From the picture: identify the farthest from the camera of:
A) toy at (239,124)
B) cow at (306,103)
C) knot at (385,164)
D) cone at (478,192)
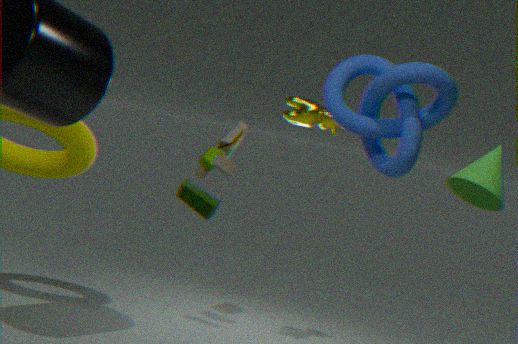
toy at (239,124)
